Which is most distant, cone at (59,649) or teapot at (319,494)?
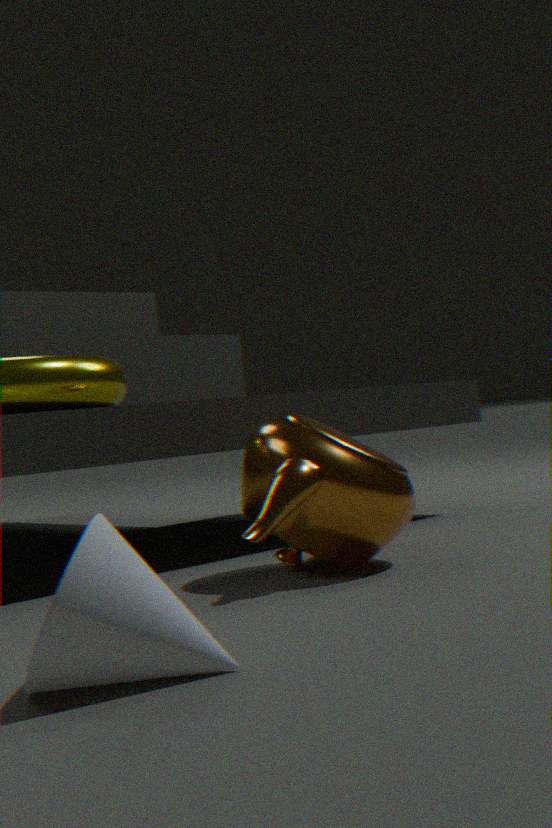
teapot at (319,494)
